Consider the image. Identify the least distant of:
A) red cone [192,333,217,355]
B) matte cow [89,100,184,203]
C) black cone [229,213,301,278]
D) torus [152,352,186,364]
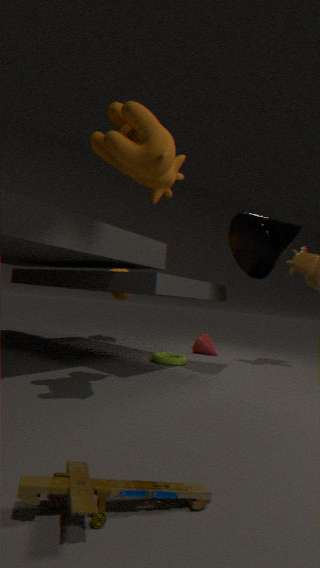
matte cow [89,100,184,203]
